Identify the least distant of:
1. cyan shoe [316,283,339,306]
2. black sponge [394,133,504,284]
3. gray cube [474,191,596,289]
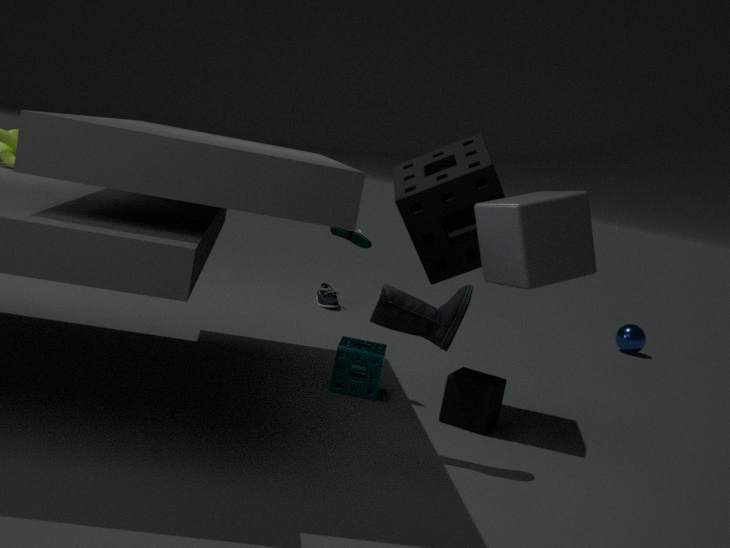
gray cube [474,191,596,289]
